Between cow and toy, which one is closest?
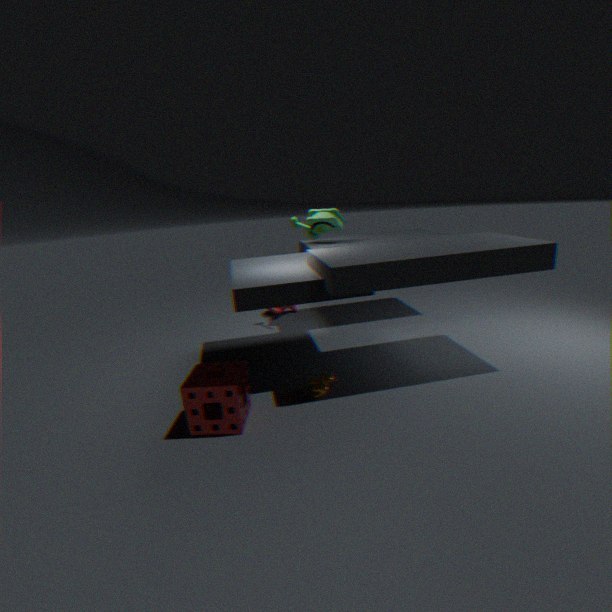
cow
